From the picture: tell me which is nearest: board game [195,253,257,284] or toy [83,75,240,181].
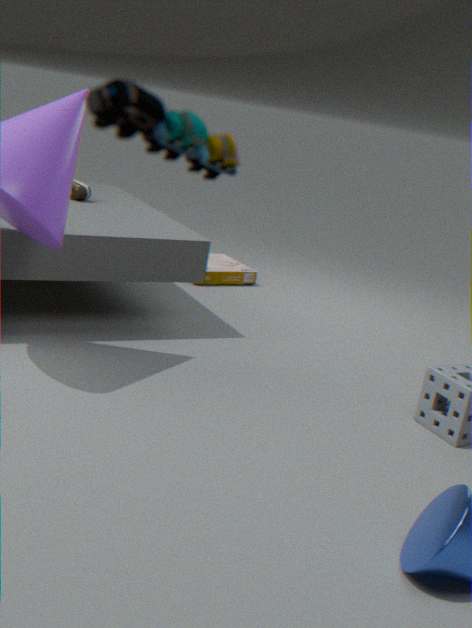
toy [83,75,240,181]
